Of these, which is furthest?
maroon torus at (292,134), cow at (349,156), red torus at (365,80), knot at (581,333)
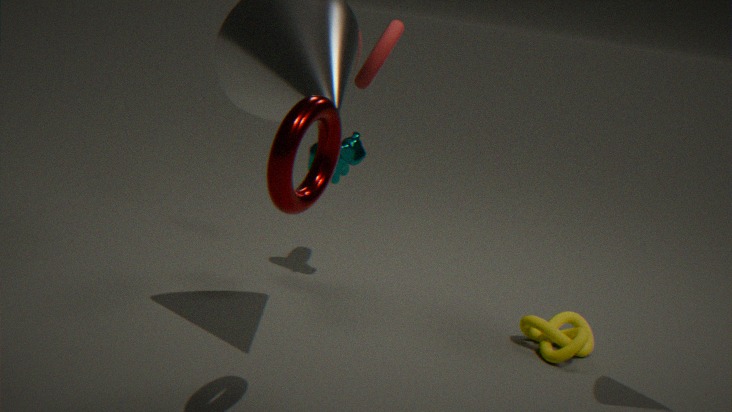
cow at (349,156)
